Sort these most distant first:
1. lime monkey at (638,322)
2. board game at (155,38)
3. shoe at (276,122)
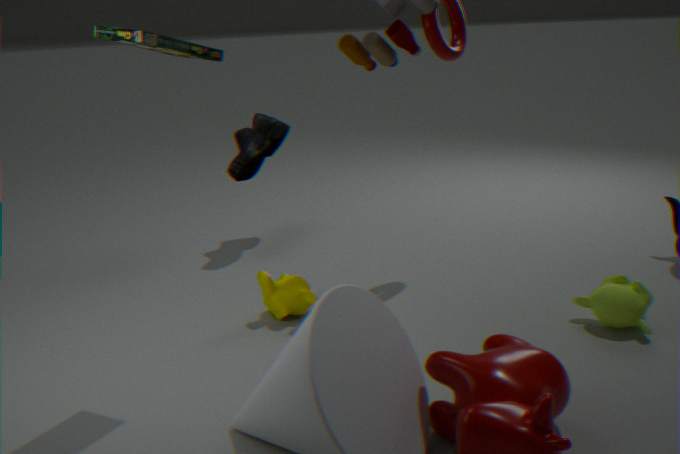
shoe at (276,122), lime monkey at (638,322), board game at (155,38)
